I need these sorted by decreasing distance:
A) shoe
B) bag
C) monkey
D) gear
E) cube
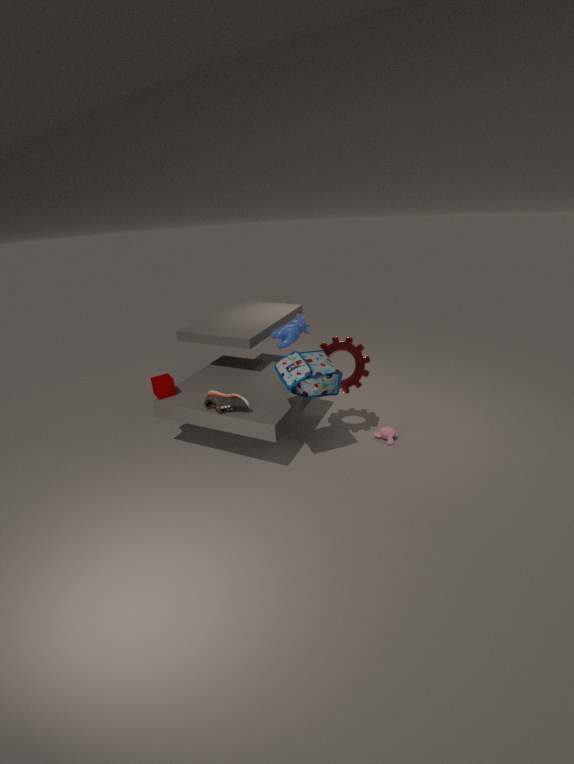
monkey → cube → gear → shoe → bag
